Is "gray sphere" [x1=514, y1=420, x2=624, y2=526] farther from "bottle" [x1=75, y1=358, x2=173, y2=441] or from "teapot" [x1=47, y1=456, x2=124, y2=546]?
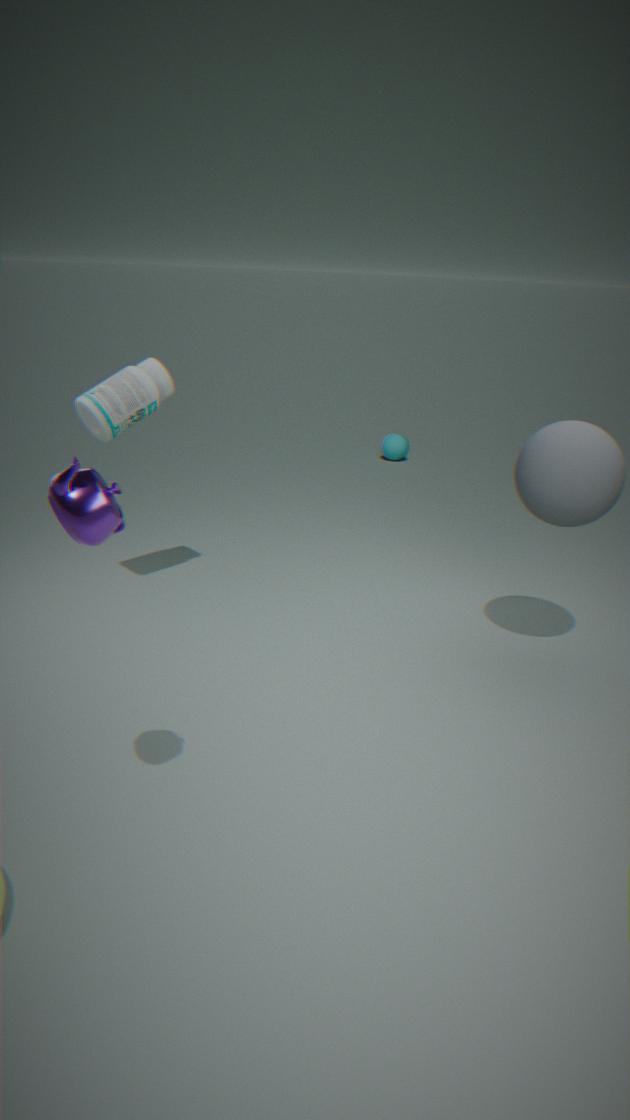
"teapot" [x1=47, y1=456, x2=124, y2=546]
